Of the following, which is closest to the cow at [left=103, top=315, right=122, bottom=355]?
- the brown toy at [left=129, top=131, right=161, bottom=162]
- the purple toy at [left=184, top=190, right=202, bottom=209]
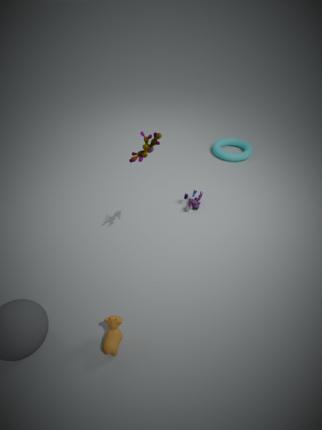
the brown toy at [left=129, top=131, right=161, bottom=162]
